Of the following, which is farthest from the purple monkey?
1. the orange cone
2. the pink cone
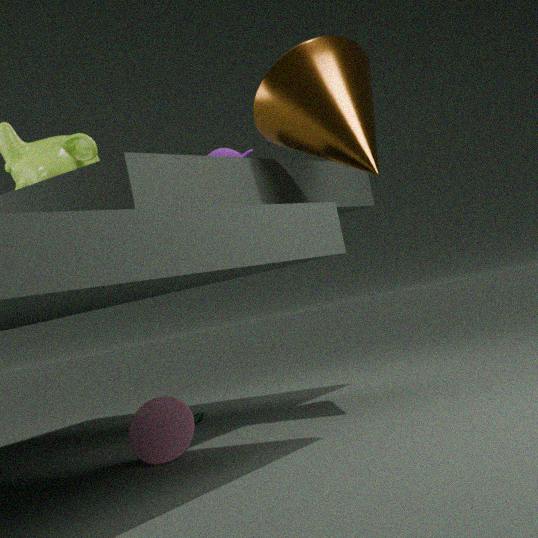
the pink cone
